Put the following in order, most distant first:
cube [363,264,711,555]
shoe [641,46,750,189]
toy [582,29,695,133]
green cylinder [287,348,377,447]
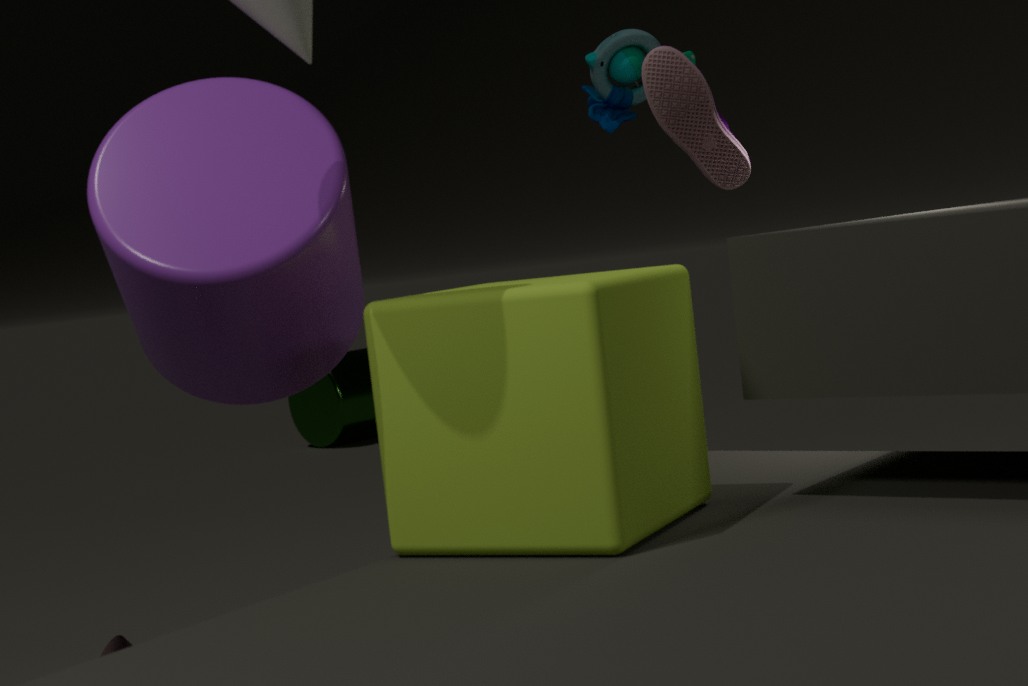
green cylinder [287,348,377,447] → toy [582,29,695,133] → shoe [641,46,750,189] → cube [363,264,711,555]
